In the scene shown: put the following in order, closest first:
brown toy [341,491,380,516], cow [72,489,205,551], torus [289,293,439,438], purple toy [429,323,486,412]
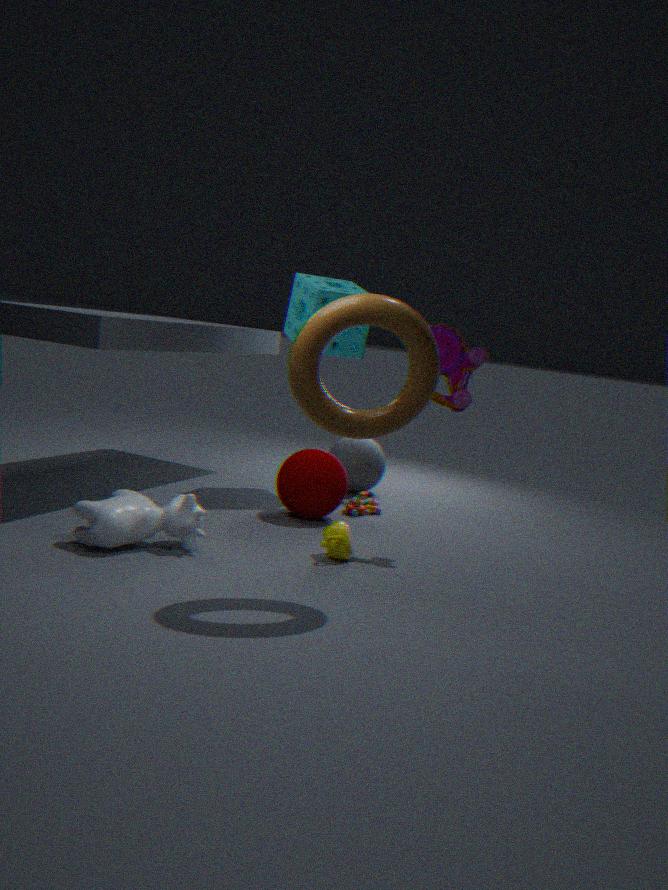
torus [289,293,439,438] → cow [72,489,205,551] → purple toy [429,323,486,412] → brown toy [341,491,380,516]
